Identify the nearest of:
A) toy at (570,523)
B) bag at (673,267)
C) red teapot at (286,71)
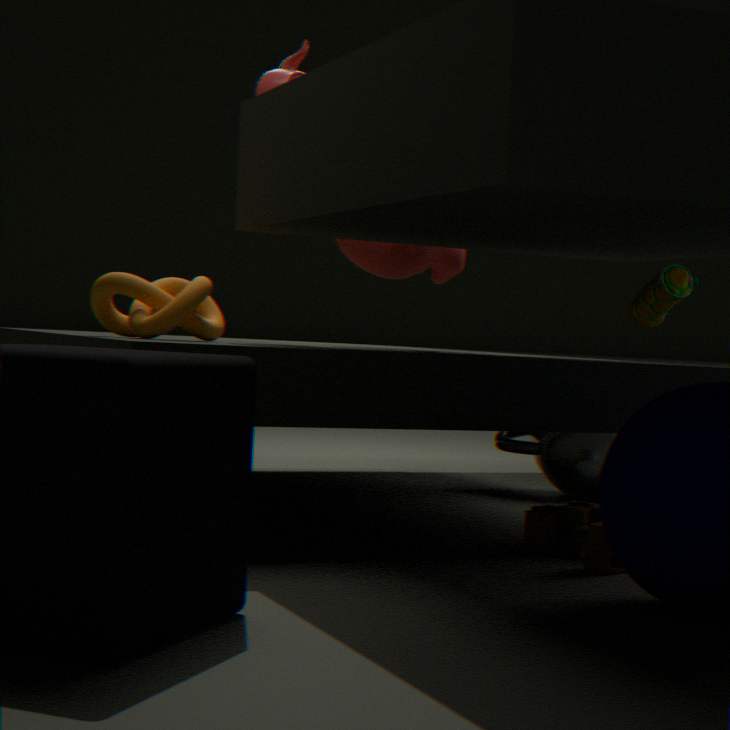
toy at (570,523)
